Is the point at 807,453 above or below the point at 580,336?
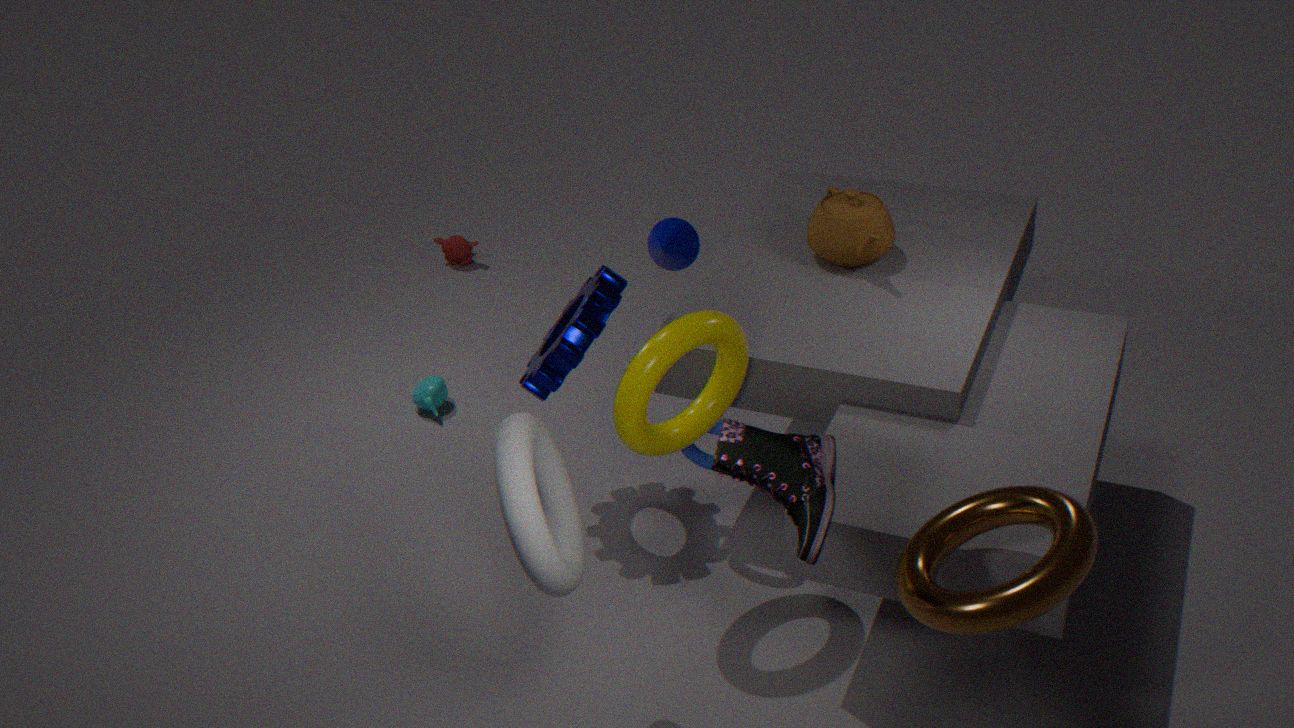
above
